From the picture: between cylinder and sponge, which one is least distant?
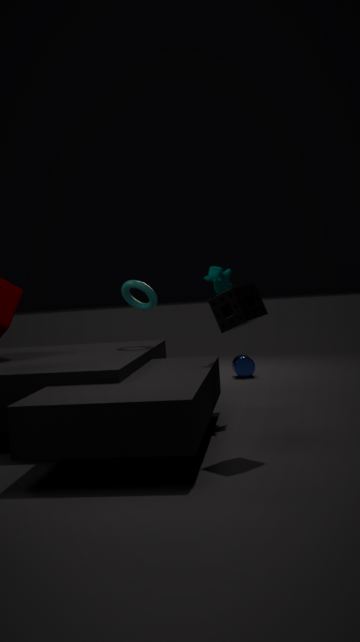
sponge
